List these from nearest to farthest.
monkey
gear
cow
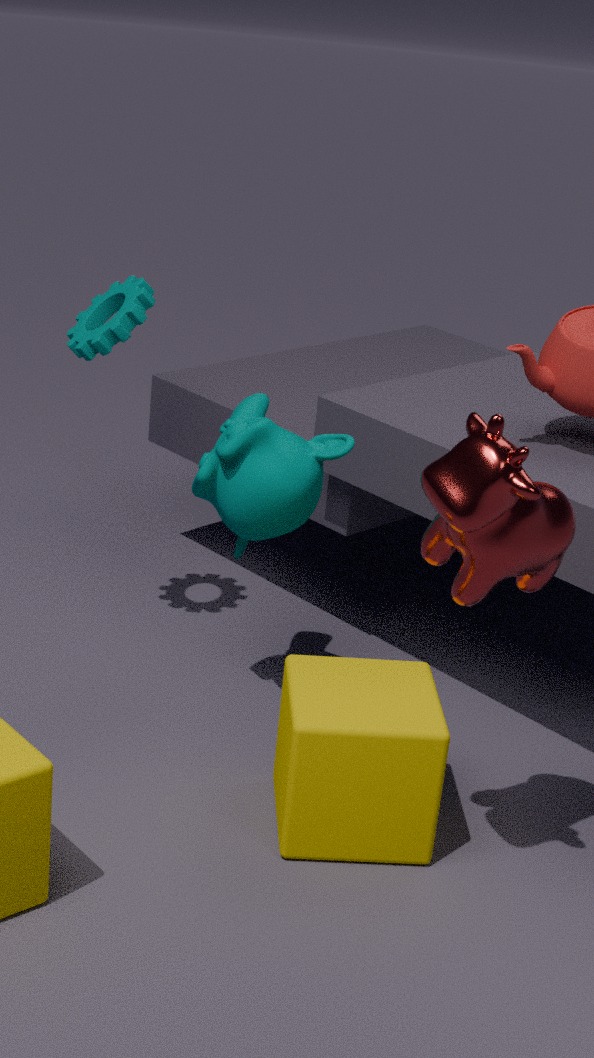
cow, monkey, gear
